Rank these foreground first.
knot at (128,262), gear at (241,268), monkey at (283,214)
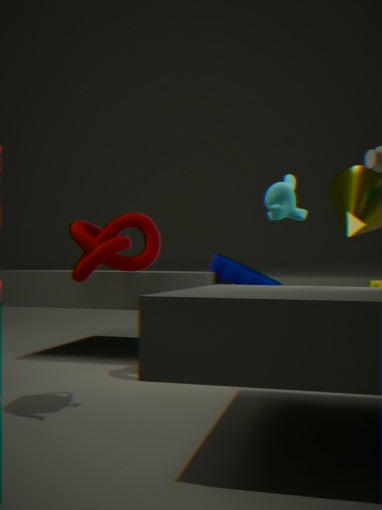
monkey at (283,214) → knot at (128,262) → gear at (241,268)
